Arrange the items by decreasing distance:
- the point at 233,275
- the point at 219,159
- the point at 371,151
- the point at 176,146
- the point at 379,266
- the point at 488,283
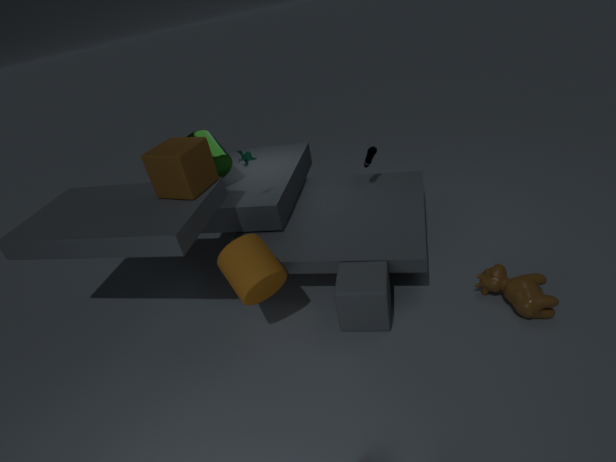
the point at 371,151
the point at 219,159
the point at 176,146
the point at 379,266
the point at 488,283
the point at 233,275
